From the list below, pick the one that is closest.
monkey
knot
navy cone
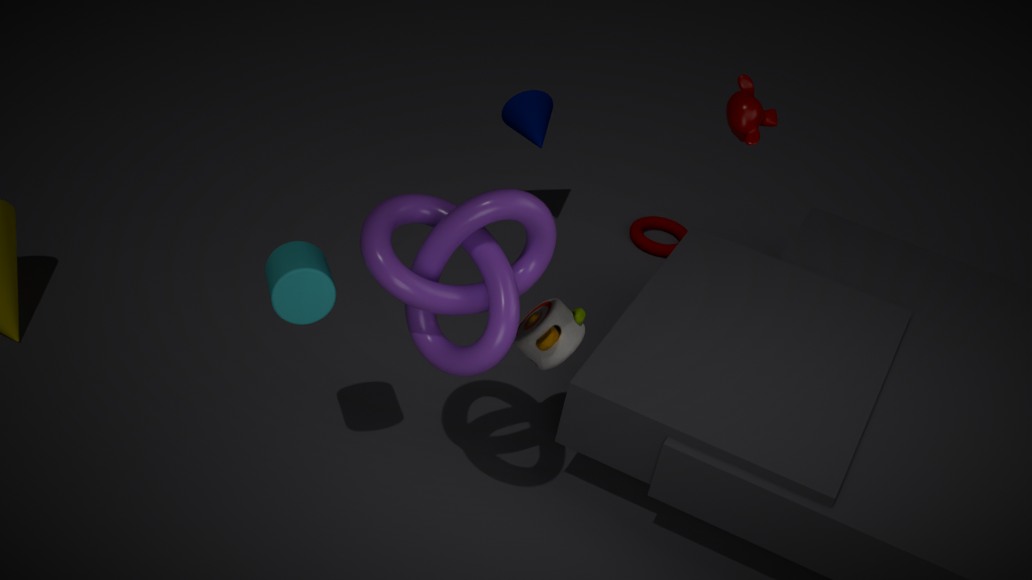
knot
